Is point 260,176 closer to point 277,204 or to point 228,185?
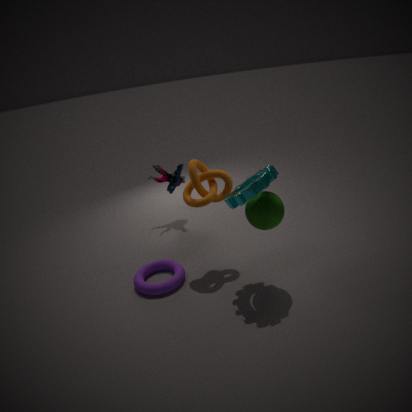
point 277,204
